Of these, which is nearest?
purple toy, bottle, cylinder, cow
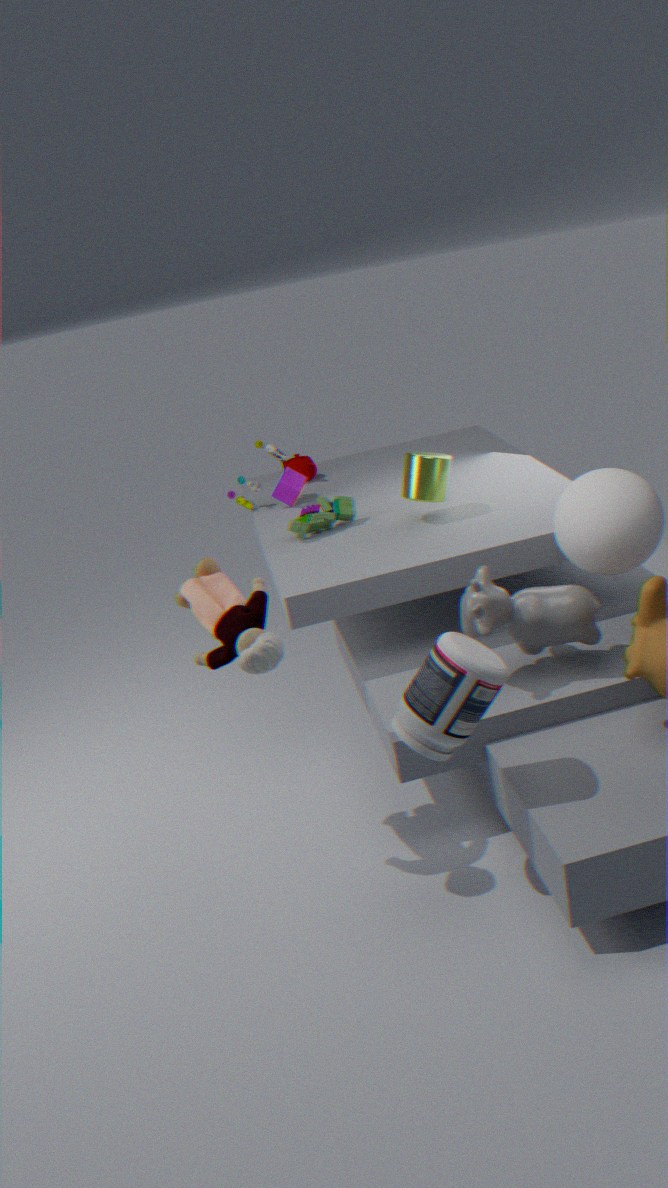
bottle
